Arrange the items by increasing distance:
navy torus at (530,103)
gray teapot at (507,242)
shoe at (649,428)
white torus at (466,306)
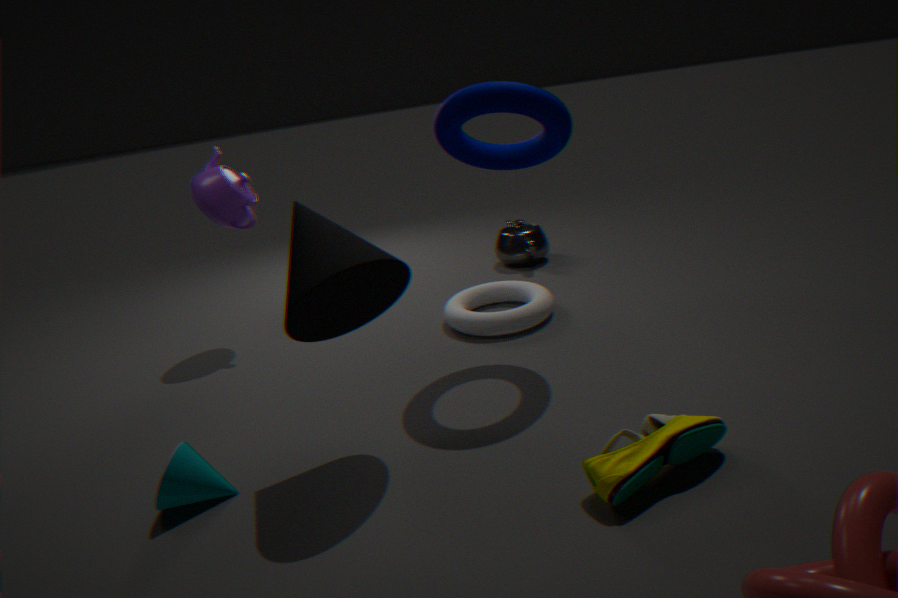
1. shoe at (649,428)
2. navy torus at (530,103)
3. white torus at (466,306)
4. gray teapot at (507,242)
